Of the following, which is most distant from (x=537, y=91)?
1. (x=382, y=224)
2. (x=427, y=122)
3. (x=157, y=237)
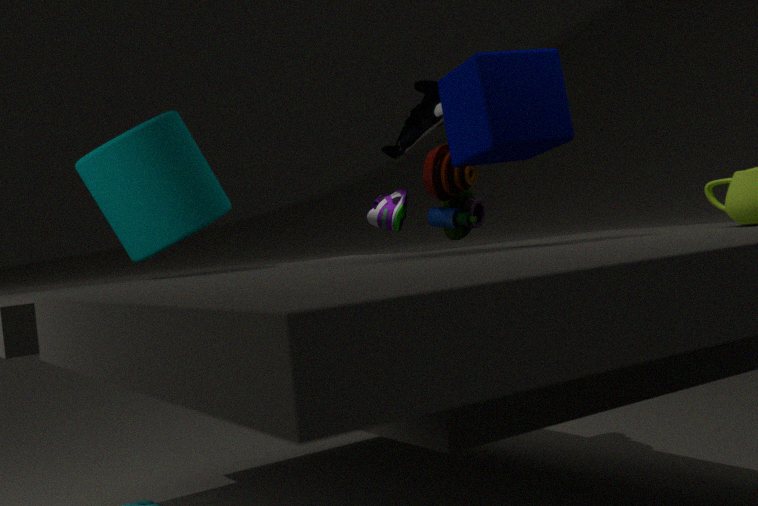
(x=382, y=224)
